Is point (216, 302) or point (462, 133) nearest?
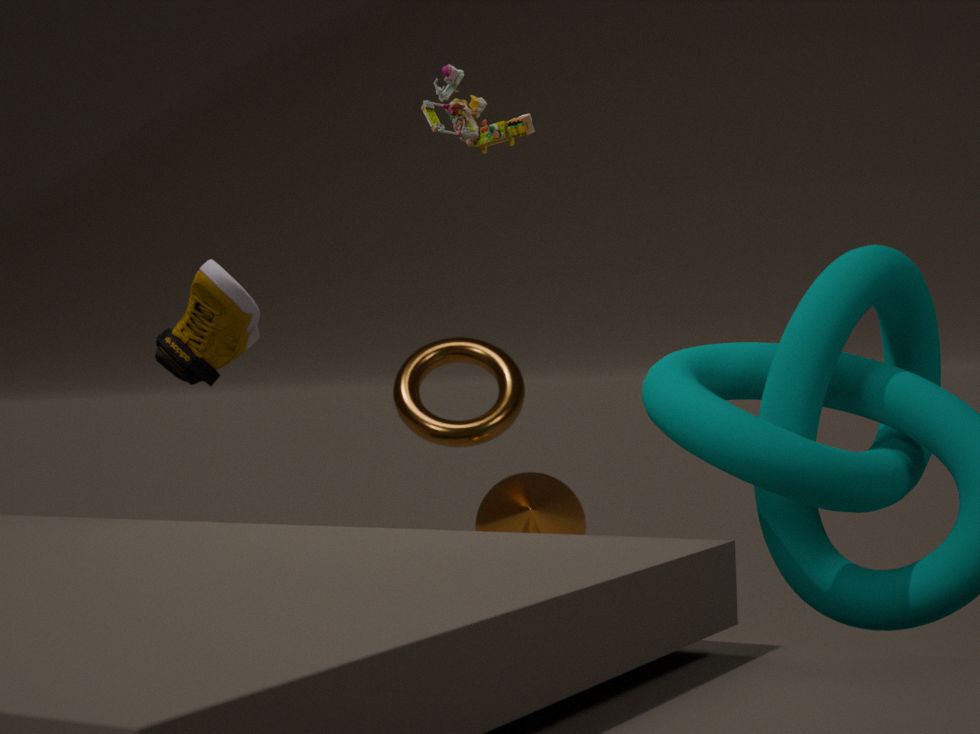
point (462, 133)
